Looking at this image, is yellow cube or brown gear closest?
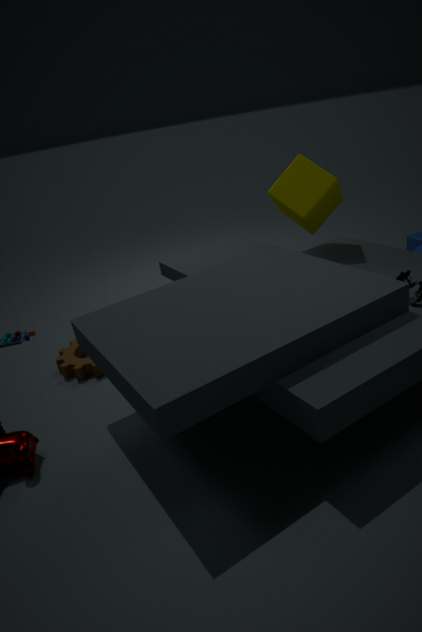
yellow cube
